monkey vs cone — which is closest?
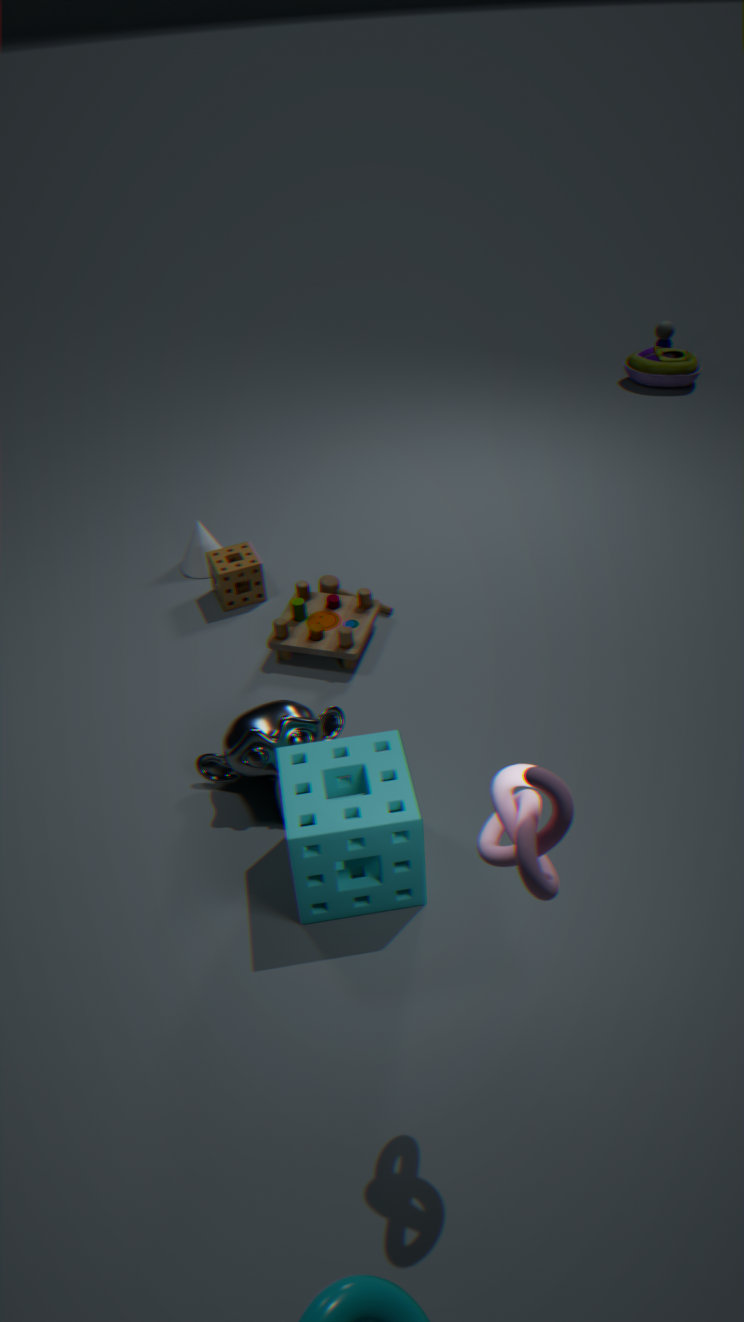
monkey
